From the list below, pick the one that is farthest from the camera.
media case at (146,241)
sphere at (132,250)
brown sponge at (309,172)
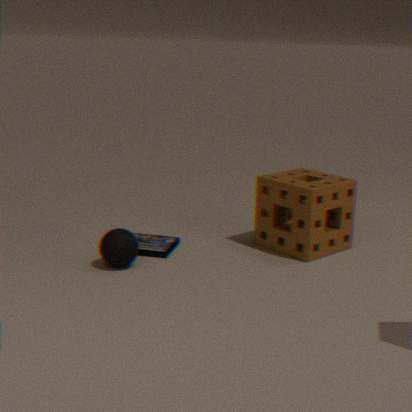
media case at (146,241)
